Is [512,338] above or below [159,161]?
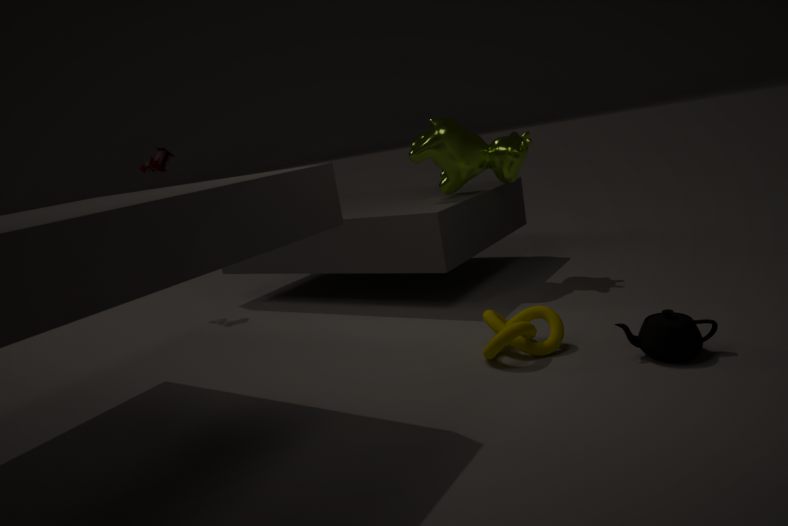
below
